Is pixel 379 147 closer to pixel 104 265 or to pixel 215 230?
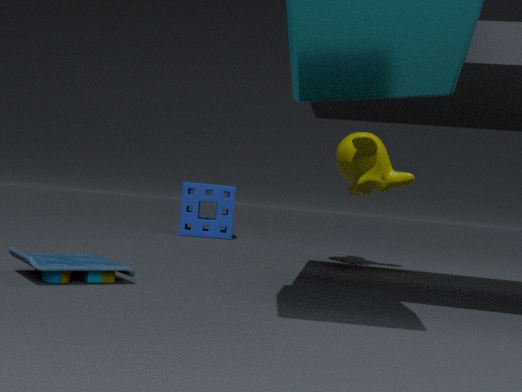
pixel 215 230
